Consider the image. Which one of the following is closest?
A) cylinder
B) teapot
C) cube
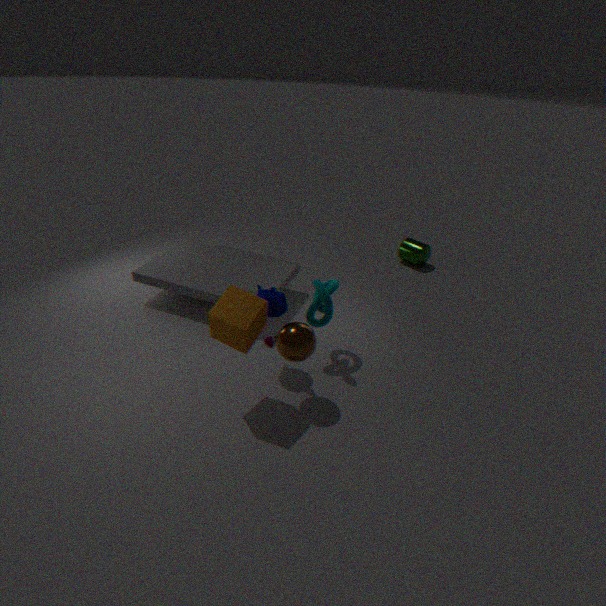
cube
